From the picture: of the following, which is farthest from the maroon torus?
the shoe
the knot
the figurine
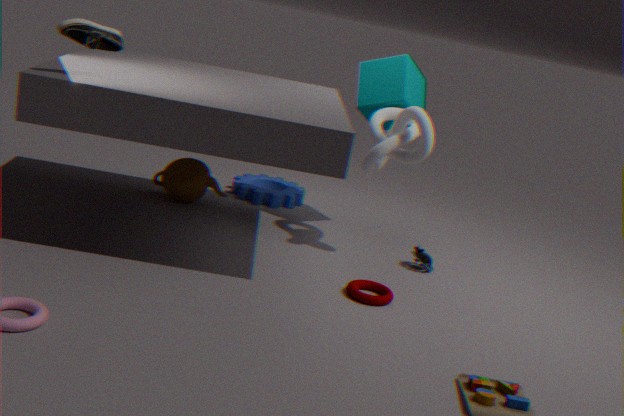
the shoe
